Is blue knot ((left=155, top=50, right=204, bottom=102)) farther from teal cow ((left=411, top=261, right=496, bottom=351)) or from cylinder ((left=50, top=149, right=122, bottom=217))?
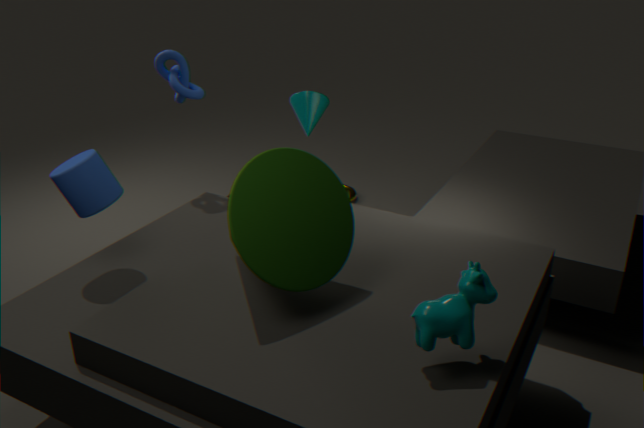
teal cow ((left=411, top=261, right=496, bottom=351))
